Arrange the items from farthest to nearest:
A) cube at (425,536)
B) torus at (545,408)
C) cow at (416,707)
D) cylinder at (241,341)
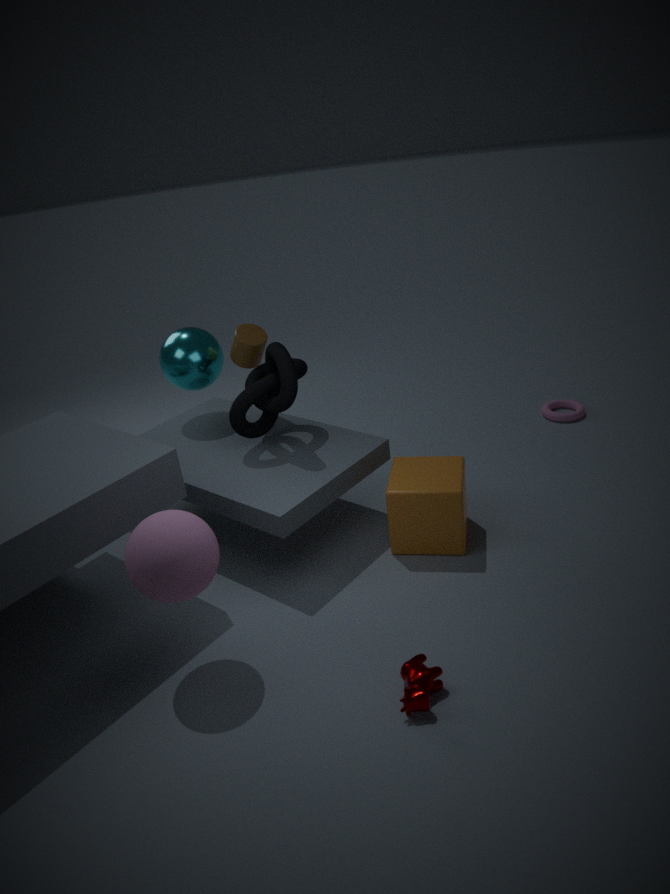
1. torus at (545,408)
2. cylinder at (241,341)
3. cube at (425,536)
4. cow at (416,707)
